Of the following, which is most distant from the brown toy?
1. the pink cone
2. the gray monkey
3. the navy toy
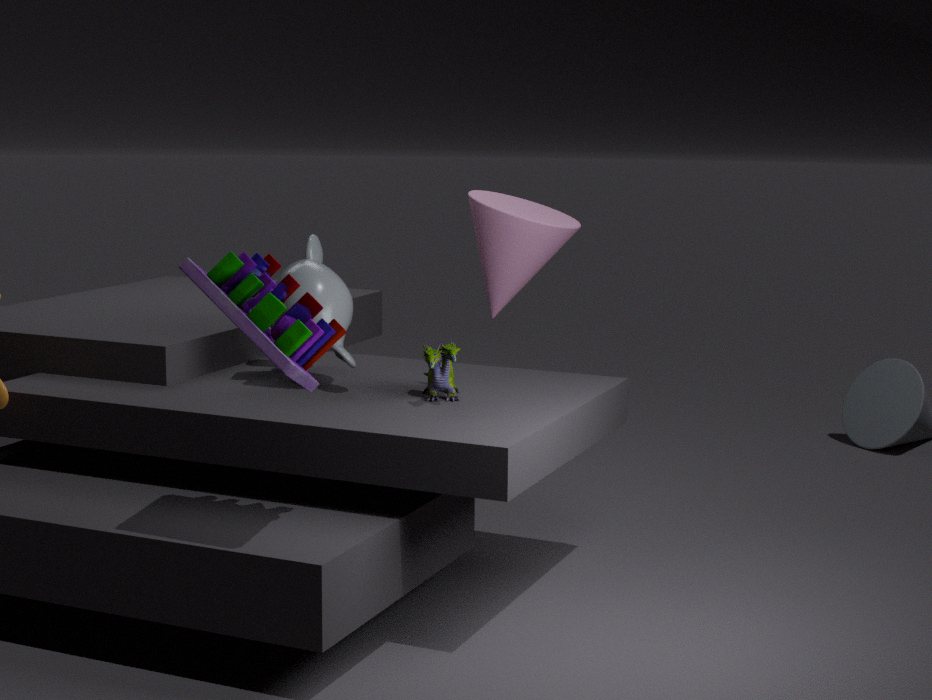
the pink cone
